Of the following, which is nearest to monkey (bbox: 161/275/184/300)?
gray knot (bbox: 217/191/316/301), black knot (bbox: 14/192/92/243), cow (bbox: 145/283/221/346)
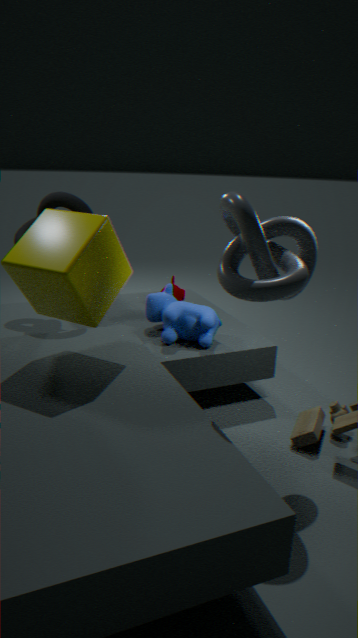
cow (bbox: 145/283/221/346)
